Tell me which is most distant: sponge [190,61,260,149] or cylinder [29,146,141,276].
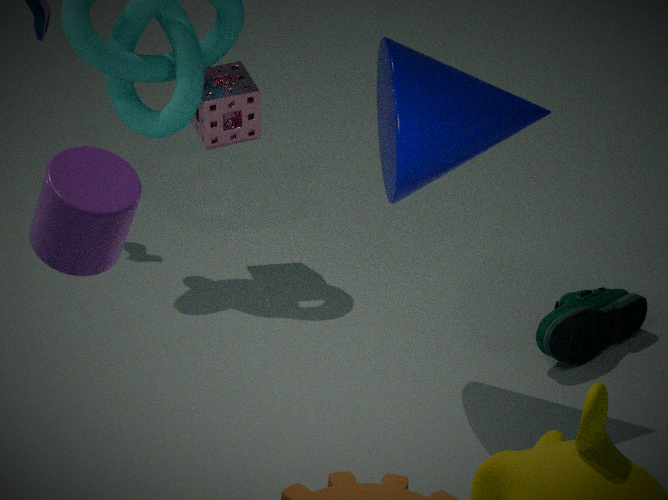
sponge [190,61,260,149]
